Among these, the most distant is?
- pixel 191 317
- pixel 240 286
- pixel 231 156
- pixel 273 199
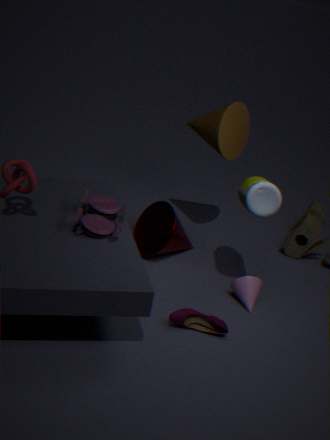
pixel 231 156
